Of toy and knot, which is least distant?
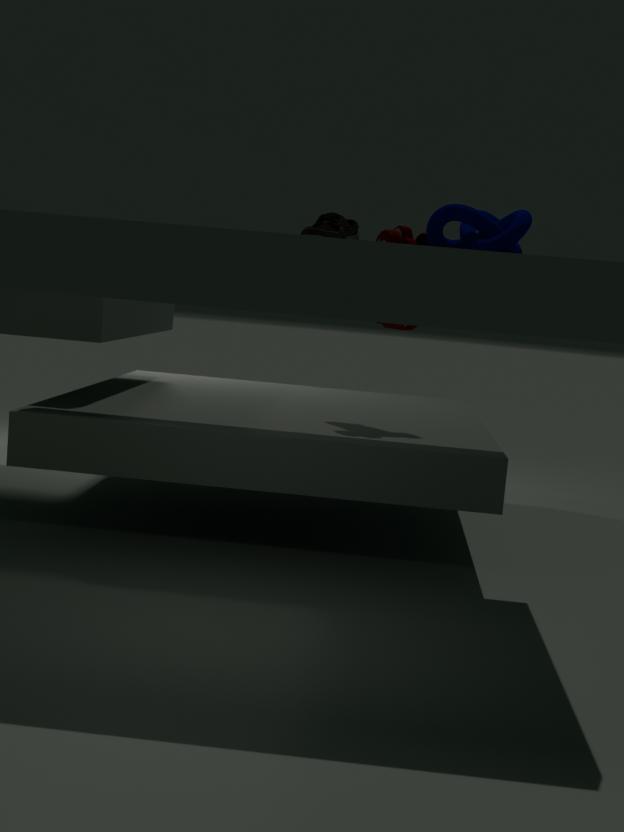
knot
